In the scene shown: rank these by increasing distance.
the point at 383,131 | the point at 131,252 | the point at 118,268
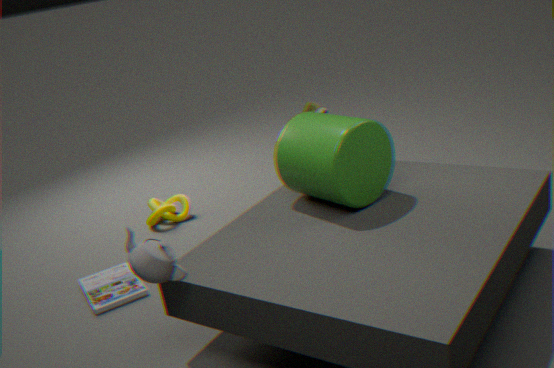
the point at 131,252, the point at 383,131, the point at 118,268
